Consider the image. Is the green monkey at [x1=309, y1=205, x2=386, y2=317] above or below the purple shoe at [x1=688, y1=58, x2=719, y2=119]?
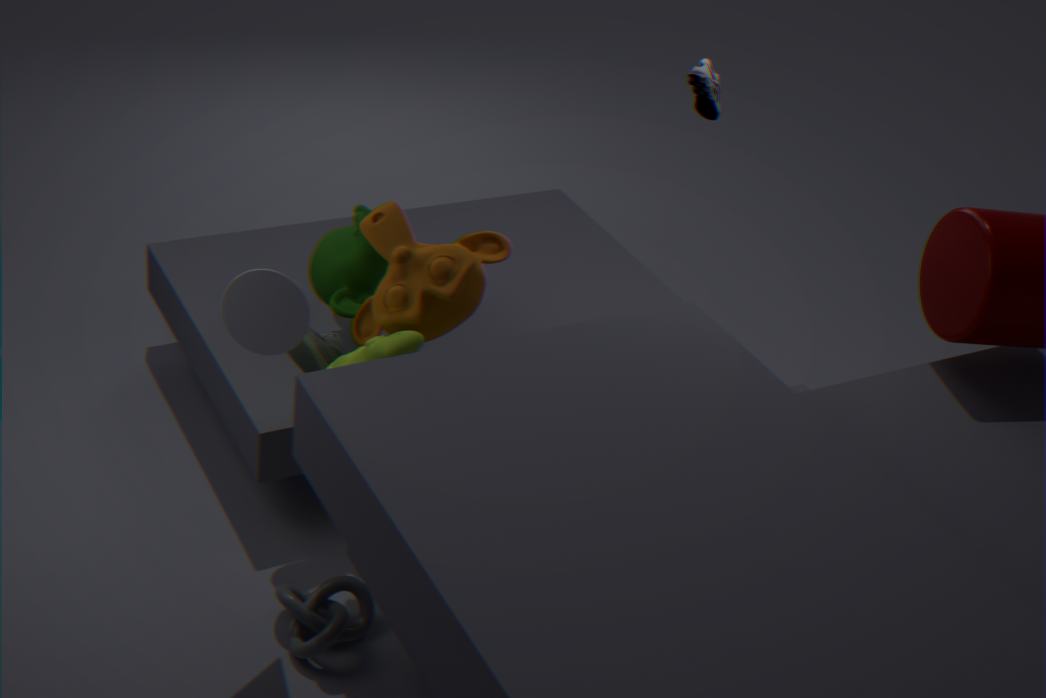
below
